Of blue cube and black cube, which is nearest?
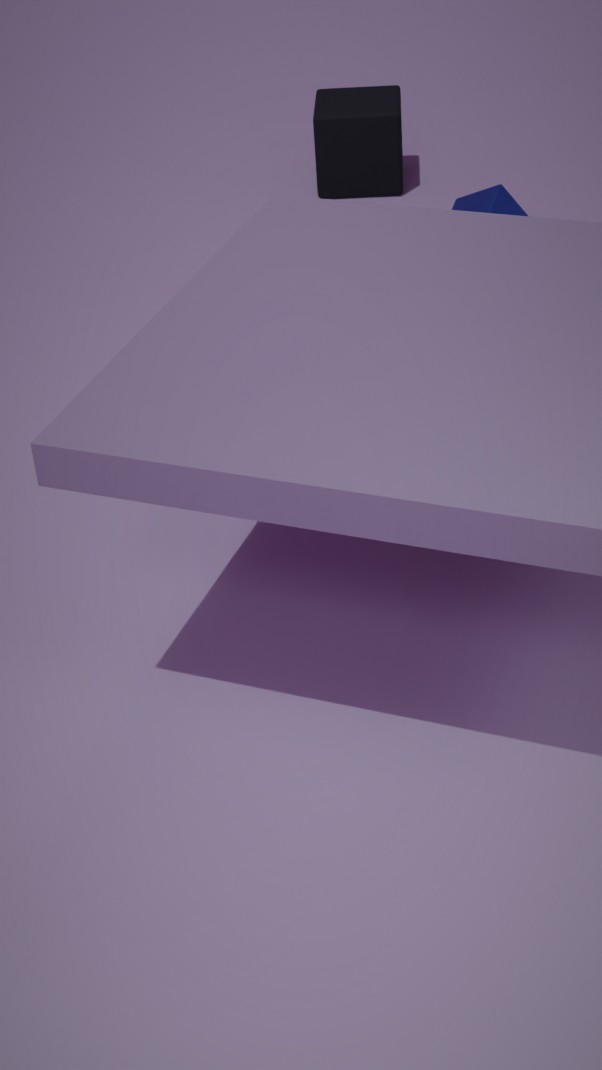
blue cube
